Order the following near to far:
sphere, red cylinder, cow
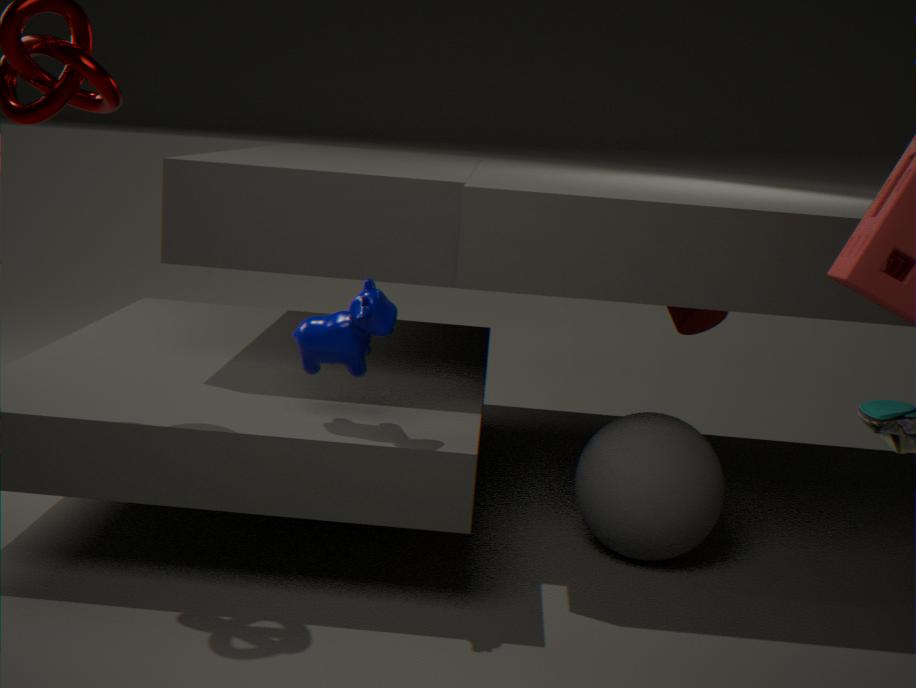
cow < sphere < red cylinder
